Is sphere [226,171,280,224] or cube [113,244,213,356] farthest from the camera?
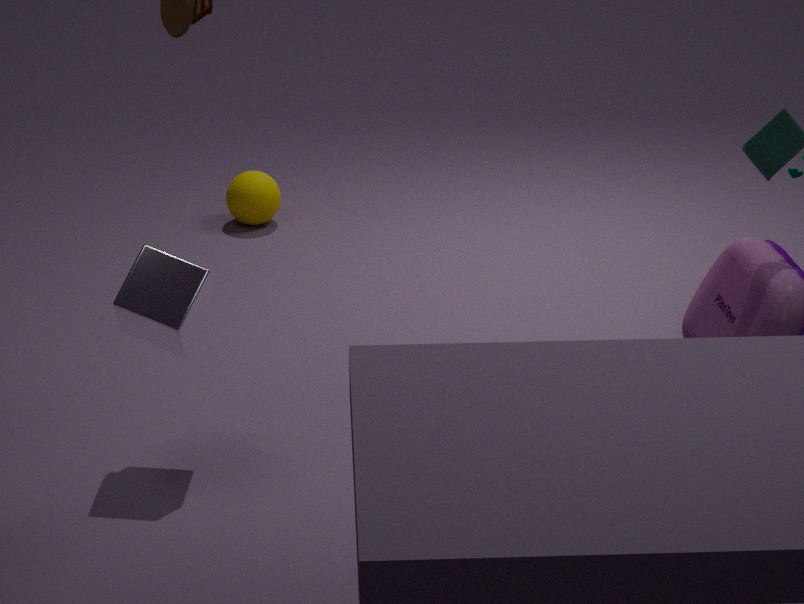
sphere [226,171,280,224]
